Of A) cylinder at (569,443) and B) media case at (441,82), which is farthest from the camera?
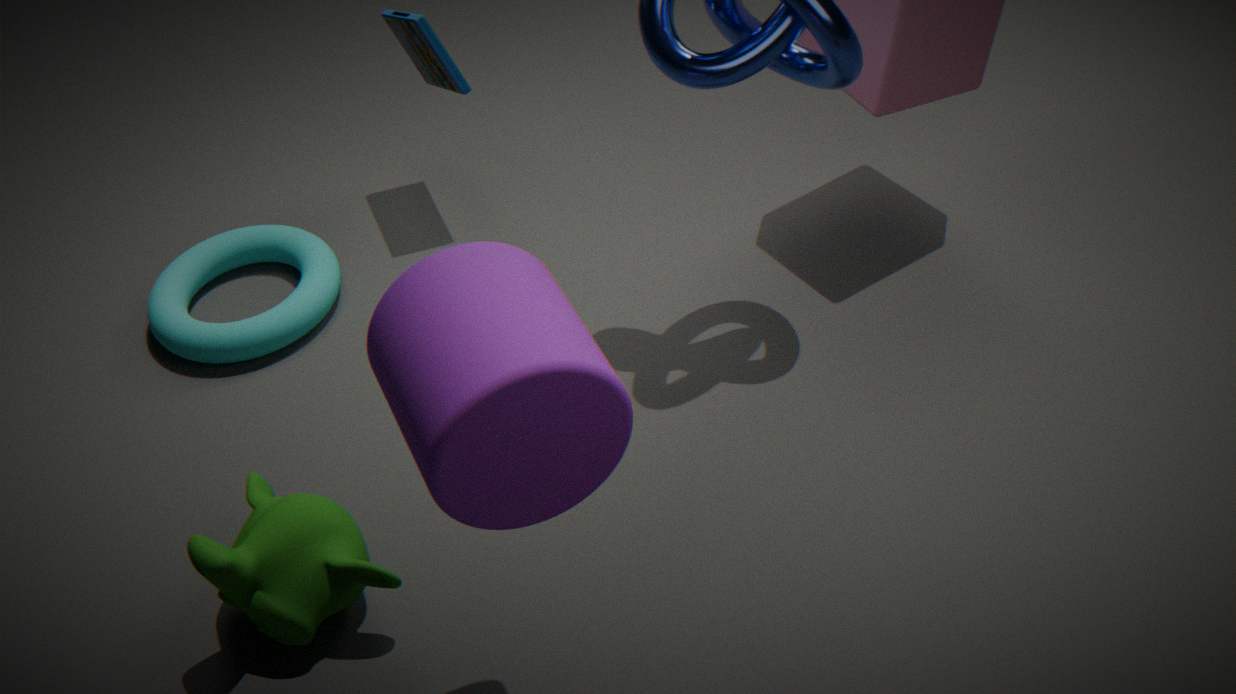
B. media case at (441,82)
